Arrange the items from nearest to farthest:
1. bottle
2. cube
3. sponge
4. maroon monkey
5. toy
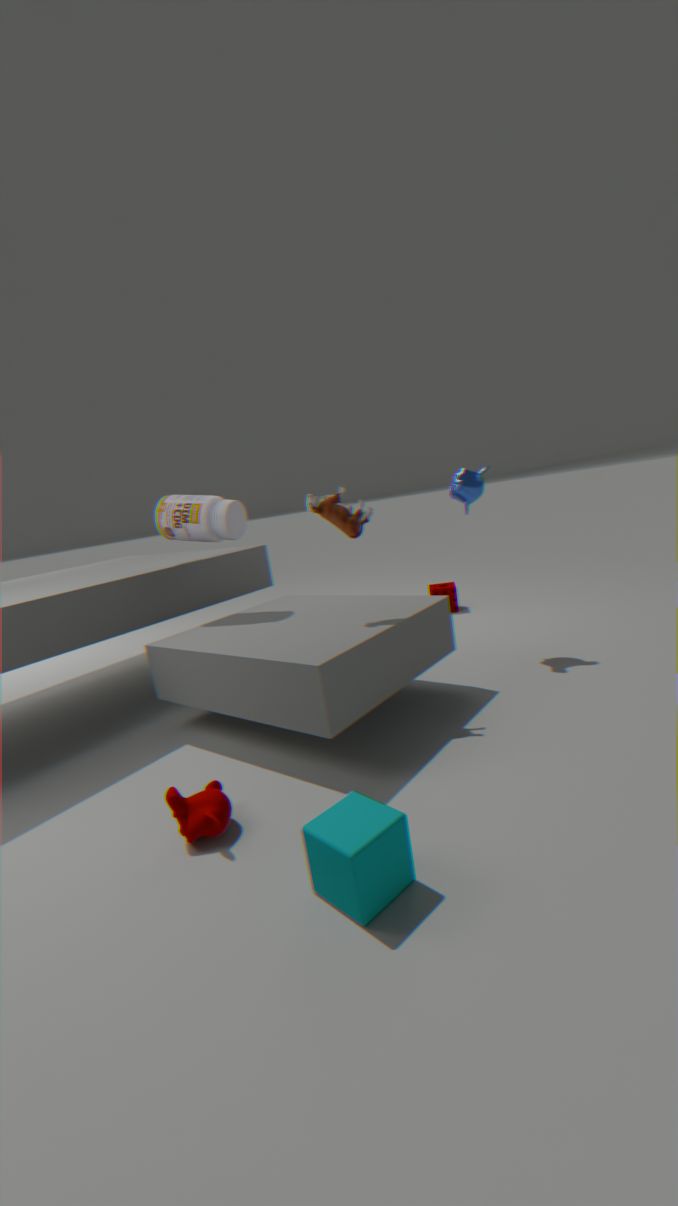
cube, maroon monkey, toy, bottle, sponge
